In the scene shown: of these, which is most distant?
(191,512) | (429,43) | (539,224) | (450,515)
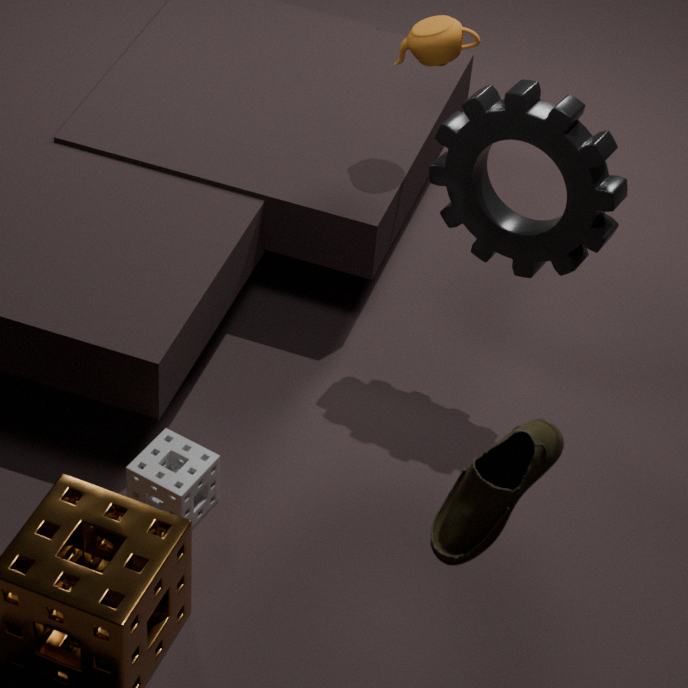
(429,43)
